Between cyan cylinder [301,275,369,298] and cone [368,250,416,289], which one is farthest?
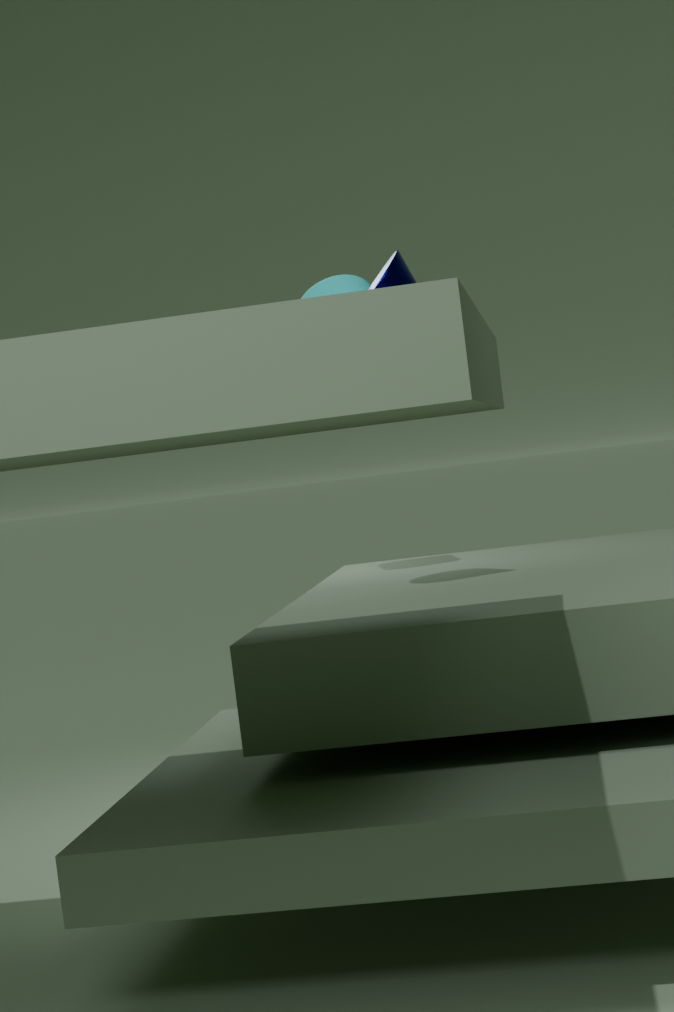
cyan cylinder [301,275,369,298]
